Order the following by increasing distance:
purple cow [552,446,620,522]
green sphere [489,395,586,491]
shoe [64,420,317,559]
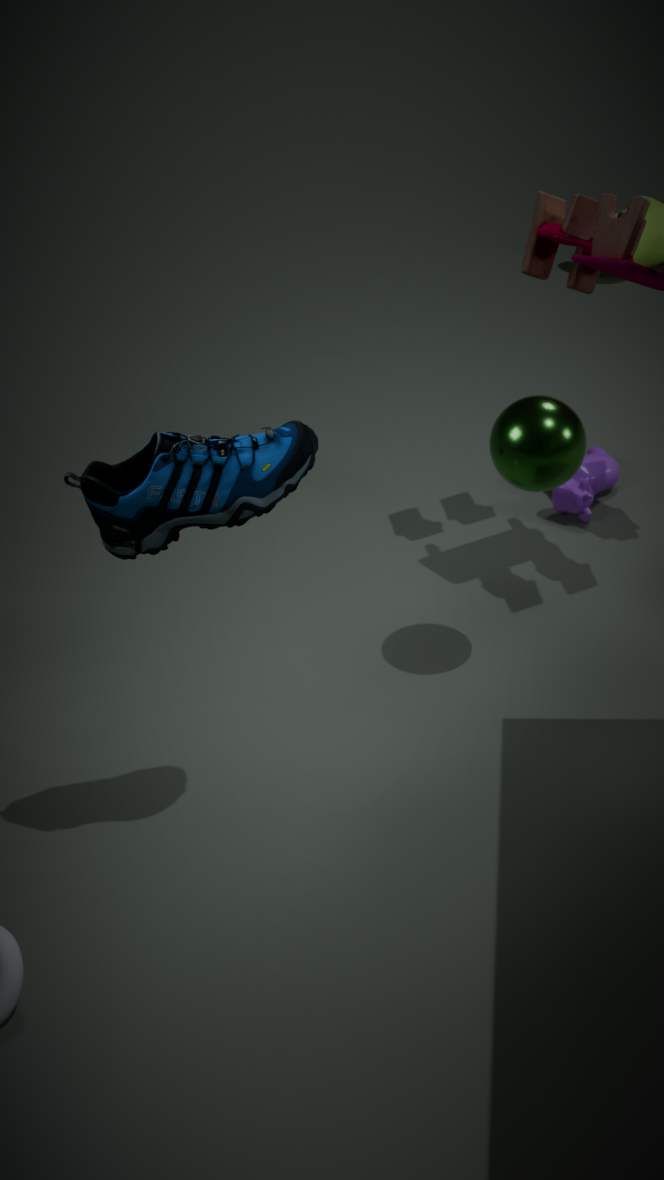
1. shoe [64,420,317,559]
2. green sphere [489,395,586,491]
3. purple cow [552,446,620,522]
